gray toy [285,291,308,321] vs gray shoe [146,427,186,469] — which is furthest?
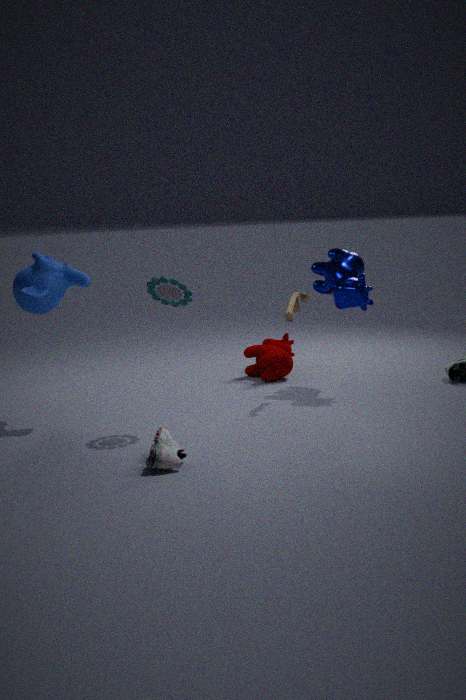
gray toy [285,291,308,321]
